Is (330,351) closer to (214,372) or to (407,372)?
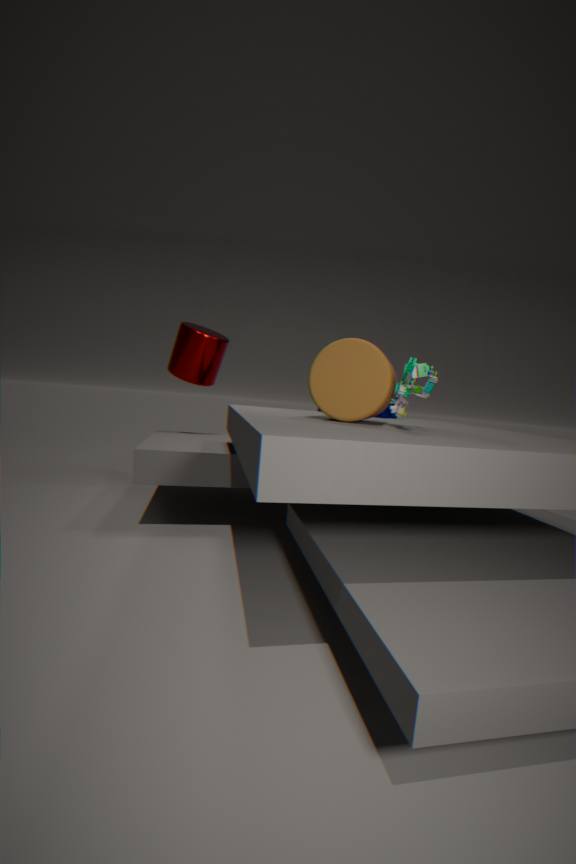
(407,372)
